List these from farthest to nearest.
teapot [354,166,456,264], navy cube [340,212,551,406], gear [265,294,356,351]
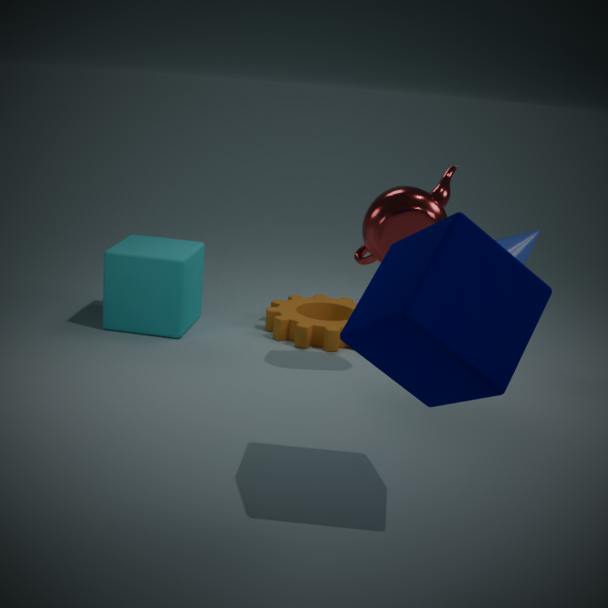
gear [265,294,356,351], teapot [354,166,456,264], navy cube [340,212,551,406]
